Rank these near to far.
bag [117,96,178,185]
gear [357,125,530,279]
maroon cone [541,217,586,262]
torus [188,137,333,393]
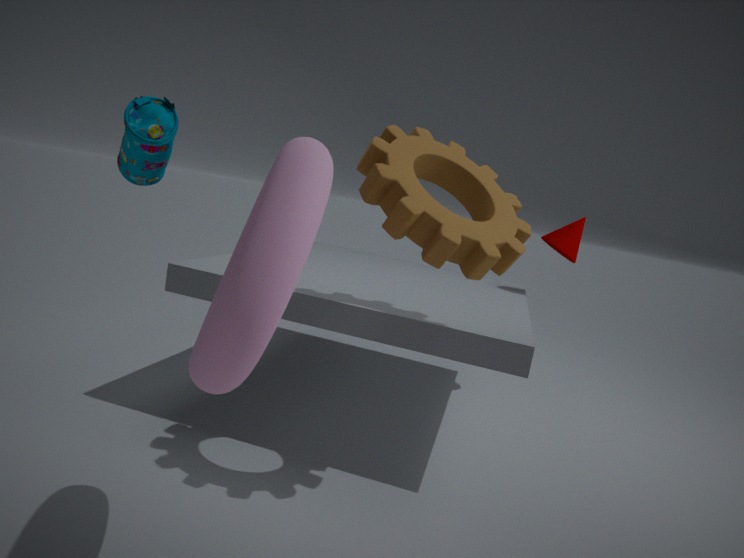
torus [188,137,333,393]
bag [117,96,178,185]
gear [357,125,530,279]
maroon cone [541,217,586,262]
